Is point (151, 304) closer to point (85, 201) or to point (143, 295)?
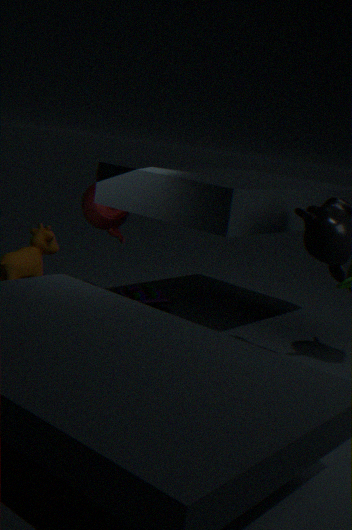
point (143, 295)
